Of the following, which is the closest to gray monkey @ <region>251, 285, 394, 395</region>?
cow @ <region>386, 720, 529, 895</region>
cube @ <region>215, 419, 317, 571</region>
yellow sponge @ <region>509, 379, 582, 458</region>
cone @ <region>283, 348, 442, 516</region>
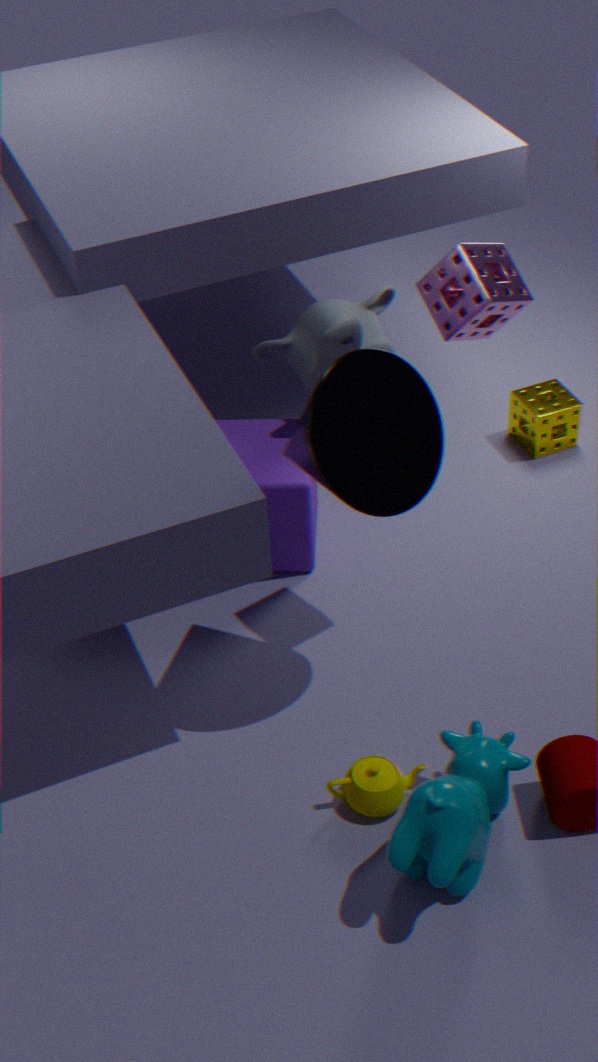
cube @ <region>215, 419, 317, 571</region>
